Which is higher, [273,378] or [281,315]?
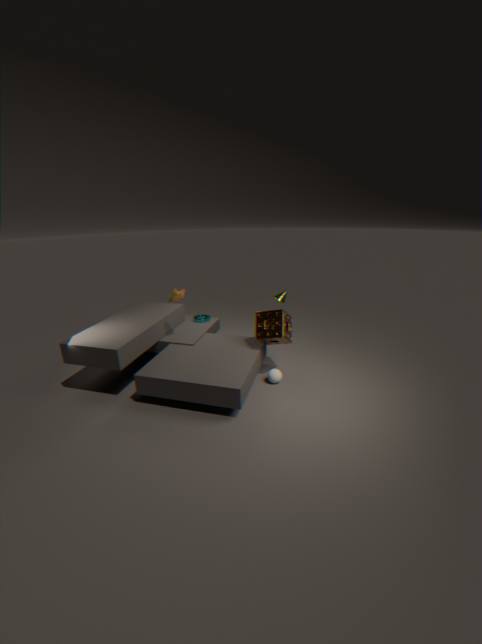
[281,315]
